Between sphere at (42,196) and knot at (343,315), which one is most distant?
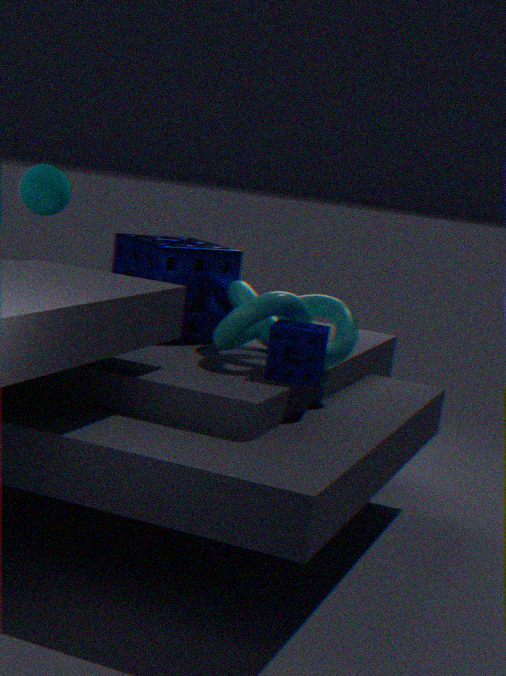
sphere at (42,196)
